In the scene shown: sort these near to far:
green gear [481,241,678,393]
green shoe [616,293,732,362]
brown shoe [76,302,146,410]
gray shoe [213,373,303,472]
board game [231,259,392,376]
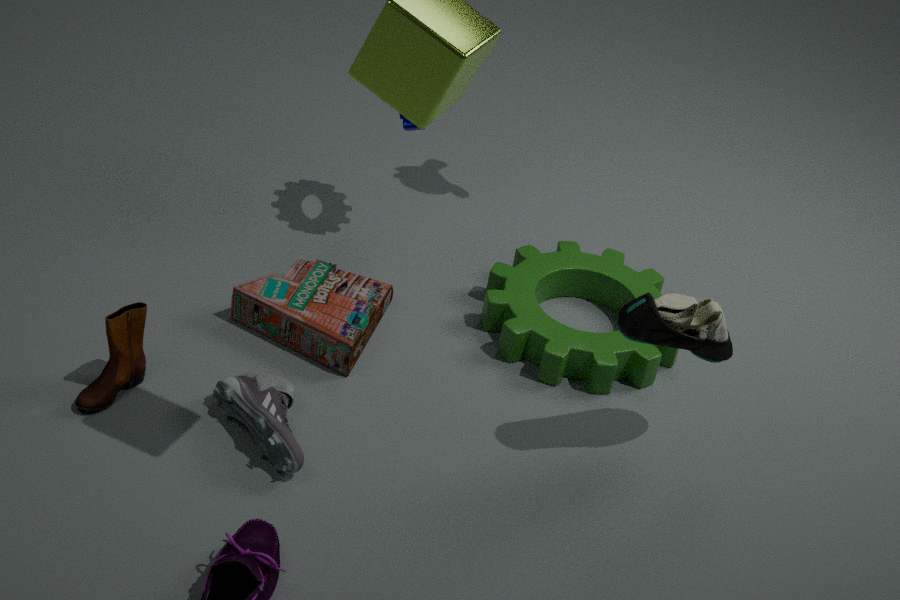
green shoe [616,293,732,362]
gray shoe [213,373,303,472]
brown shoe [76,302,146,410]
board game [231,259,392,376]
green gear [481,241,678,393]
